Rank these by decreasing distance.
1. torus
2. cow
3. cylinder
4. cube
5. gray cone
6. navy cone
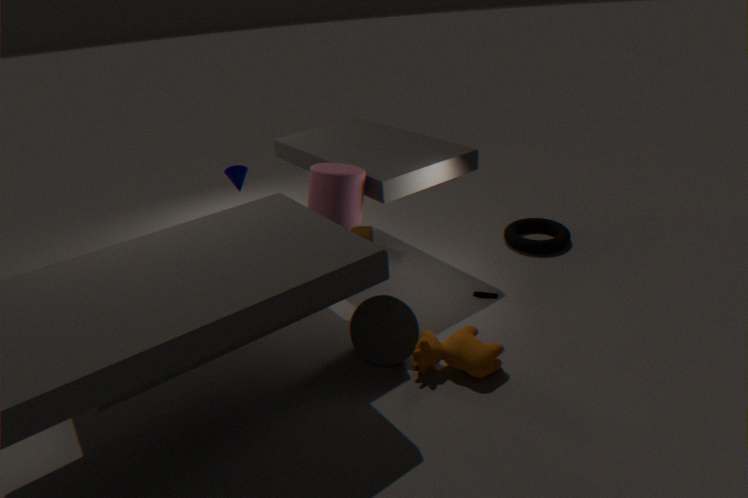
navy cone → cube → torus → cylinder → gray cone → cow
